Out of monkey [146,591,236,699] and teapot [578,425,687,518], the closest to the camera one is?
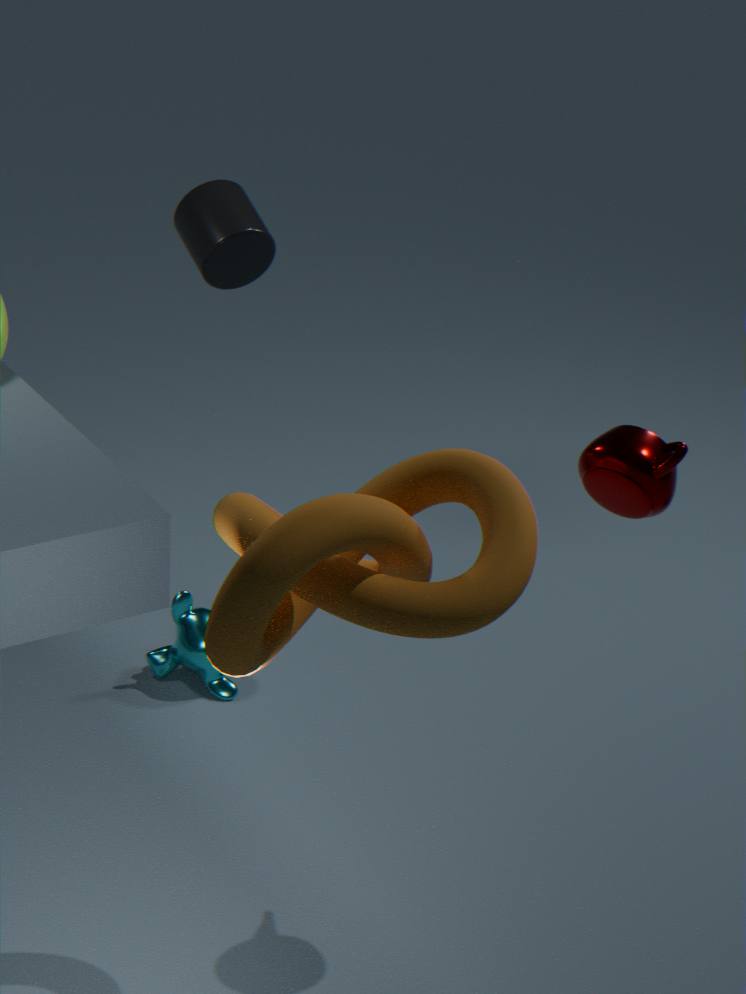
teapot [578,425,687,518]
